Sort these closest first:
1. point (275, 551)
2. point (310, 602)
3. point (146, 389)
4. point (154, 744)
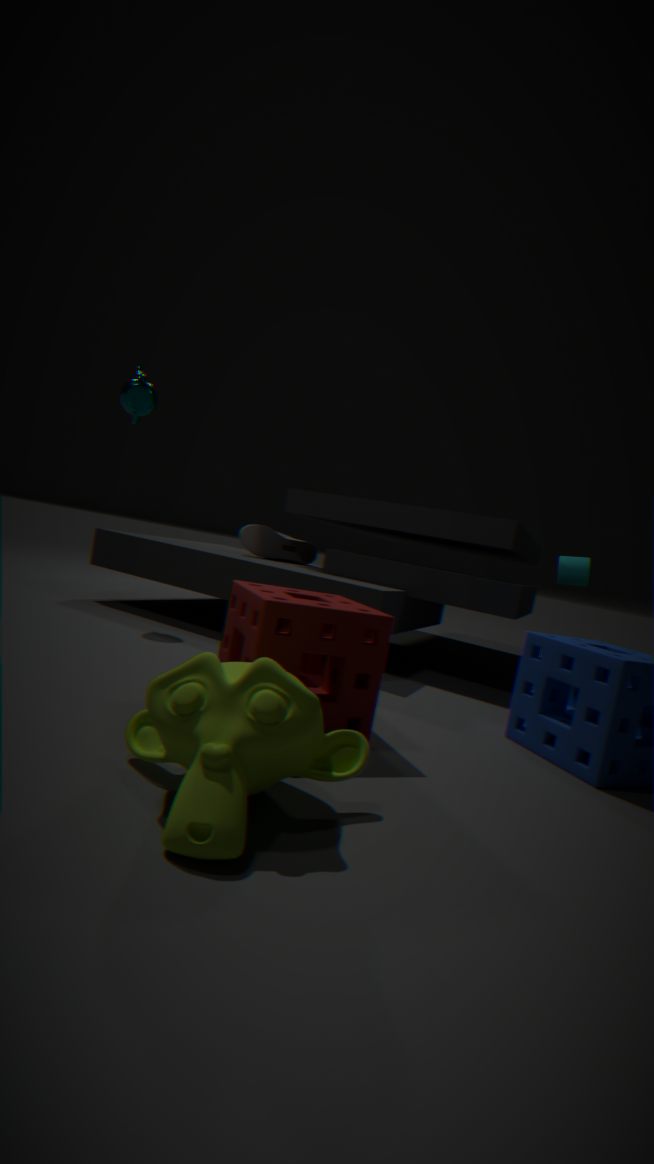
point (154, 744) → point (310, 602) → point (146, 389) → point (275, 551)
